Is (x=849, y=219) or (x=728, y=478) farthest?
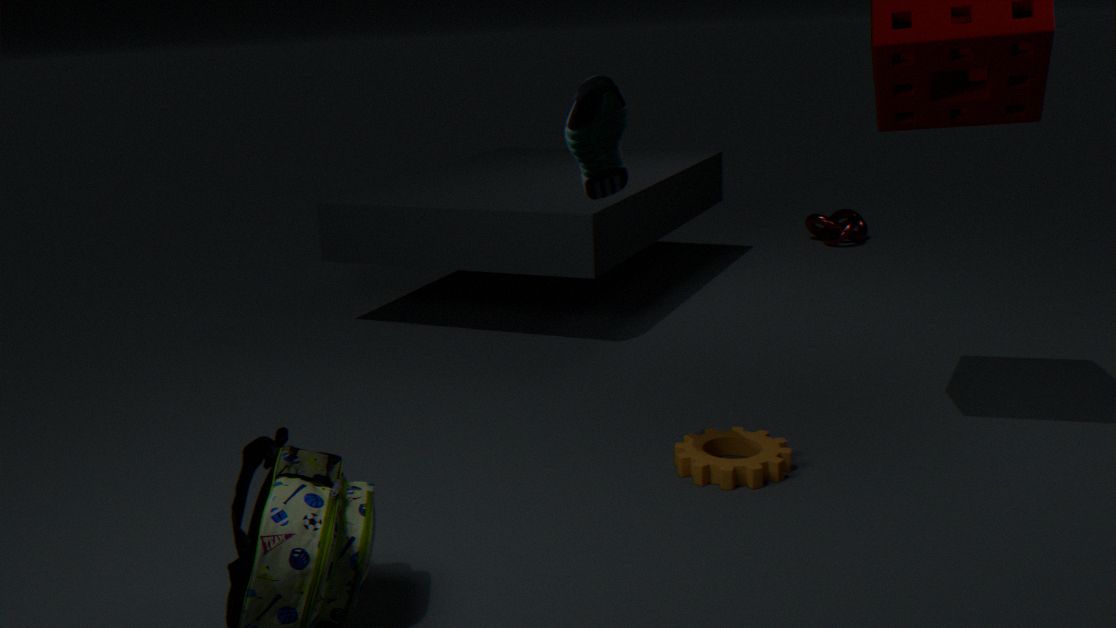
(x=849, y=219)
